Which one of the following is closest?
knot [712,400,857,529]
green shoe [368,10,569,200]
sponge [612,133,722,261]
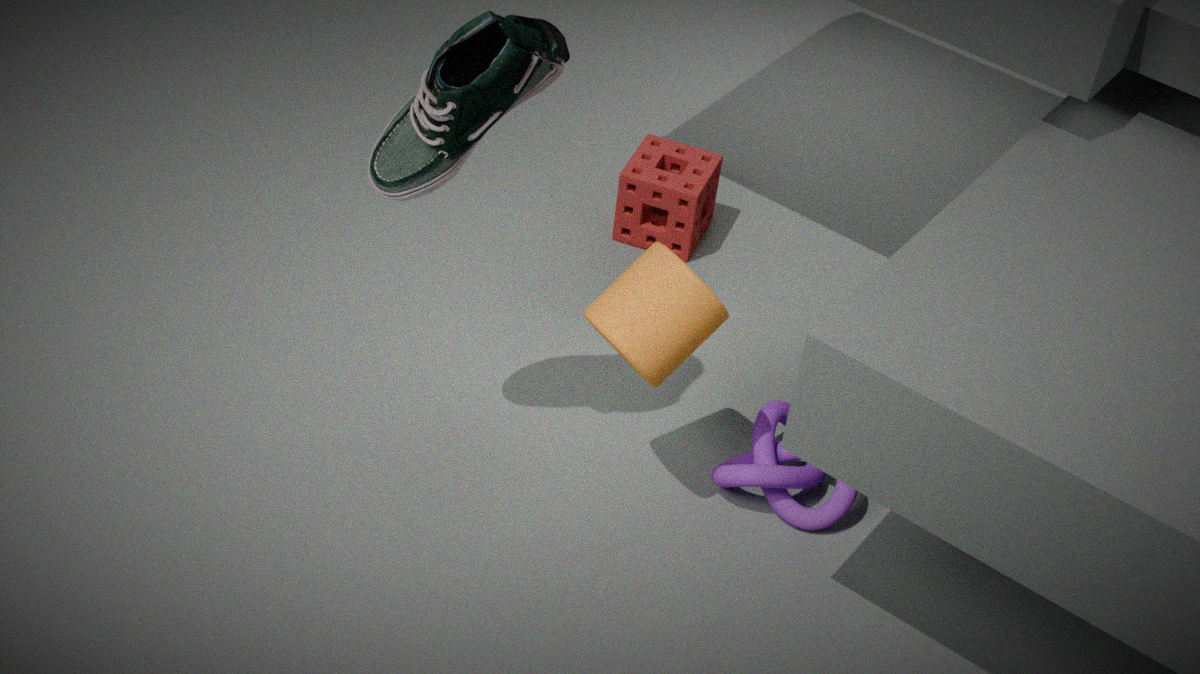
green shoe [368,10,569,200]
